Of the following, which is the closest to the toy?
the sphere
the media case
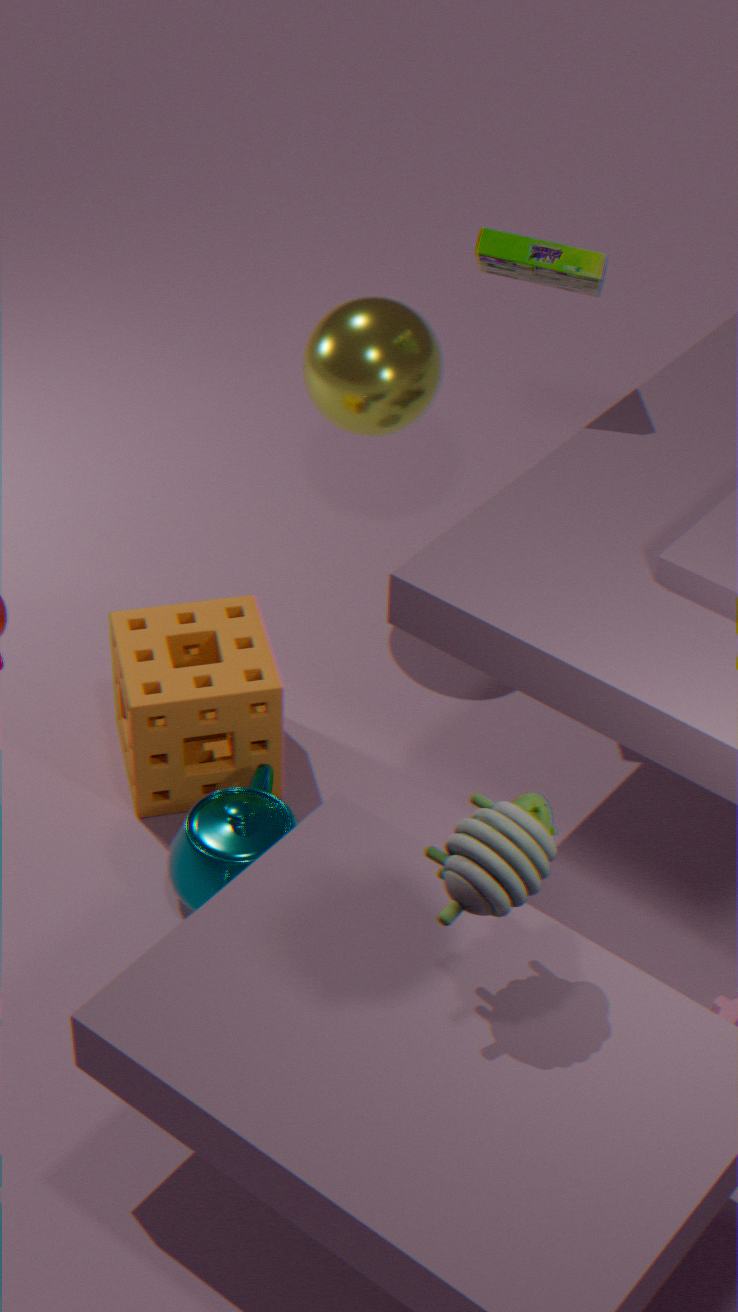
the media case
